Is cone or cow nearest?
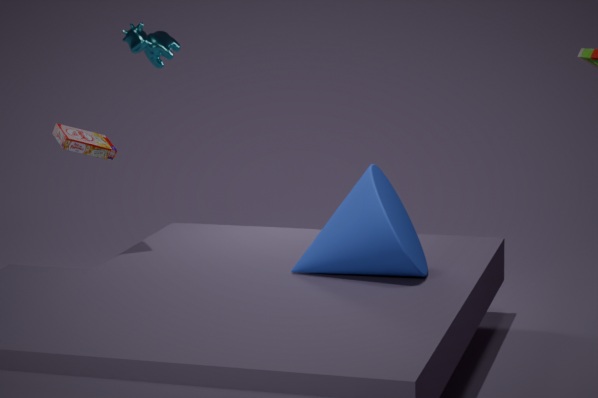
cone
